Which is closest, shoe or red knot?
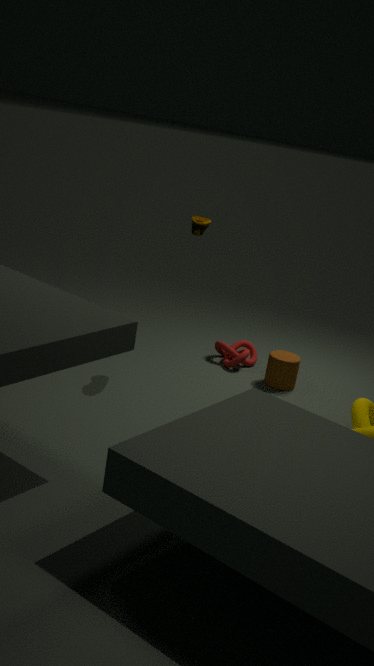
shoe
